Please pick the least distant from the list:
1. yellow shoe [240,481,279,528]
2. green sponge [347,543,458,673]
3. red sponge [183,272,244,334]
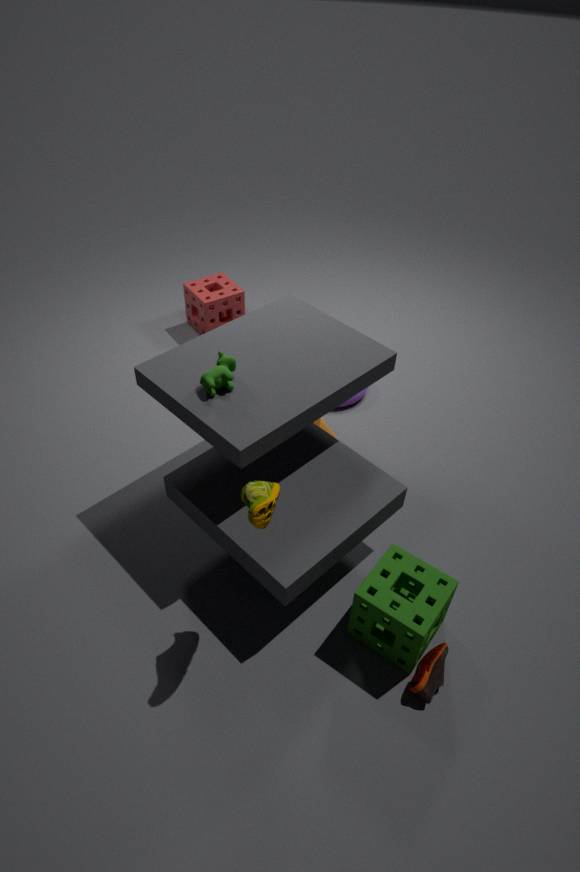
A: yellow shoe [240,481,279,528]
